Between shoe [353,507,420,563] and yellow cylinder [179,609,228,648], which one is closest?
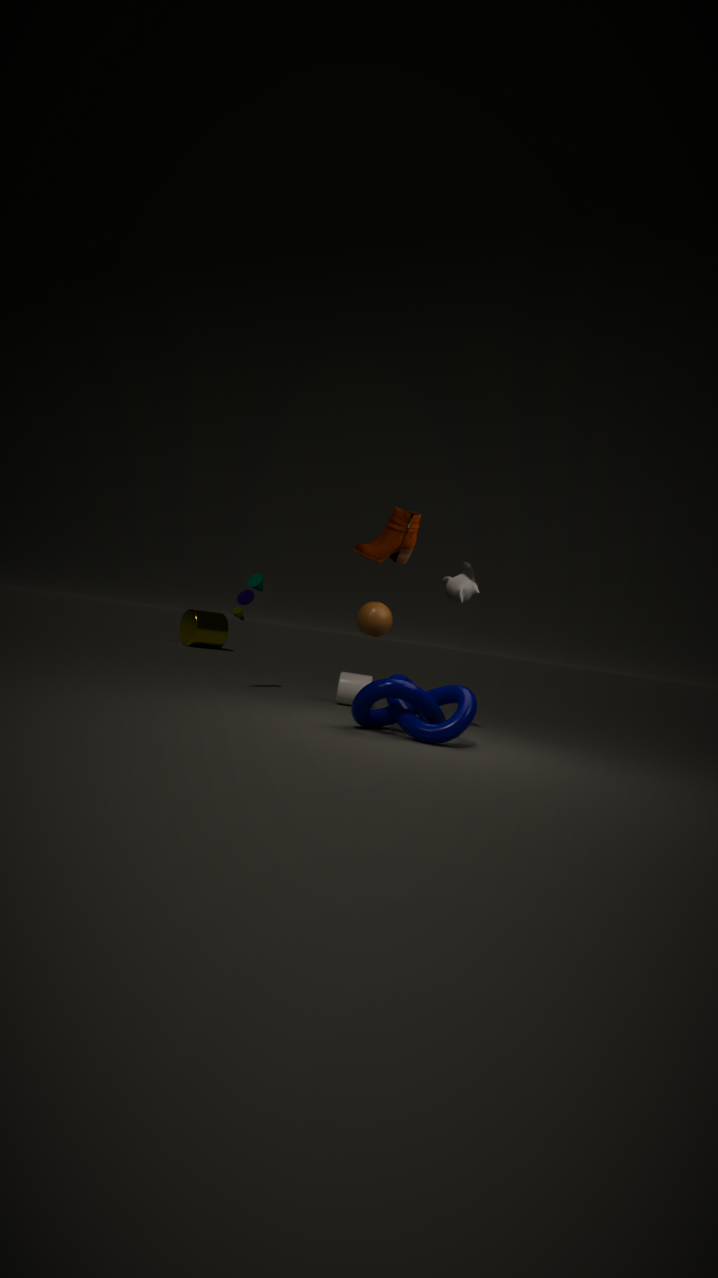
shoe [353,507,420,563]
